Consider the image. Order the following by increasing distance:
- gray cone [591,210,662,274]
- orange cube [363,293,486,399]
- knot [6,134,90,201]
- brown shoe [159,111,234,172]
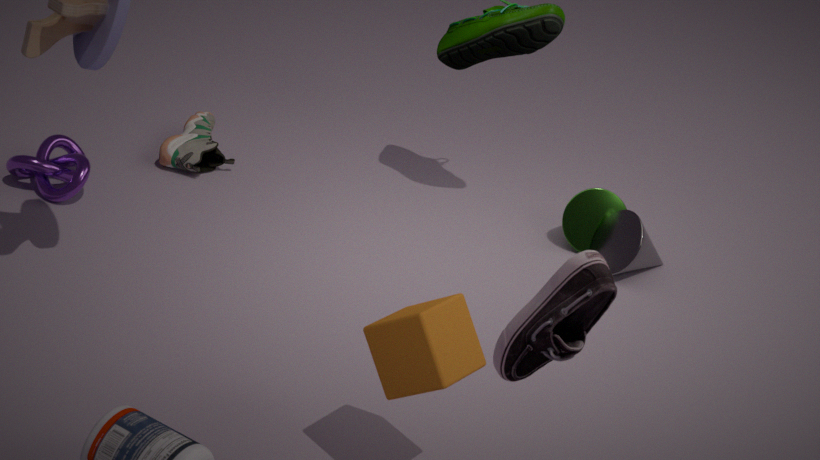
orange cube [363,293,486,399] < knot [6,134,90,201] < gray cone [591,210,662,274] < brown shoe [159,111,234,172]
